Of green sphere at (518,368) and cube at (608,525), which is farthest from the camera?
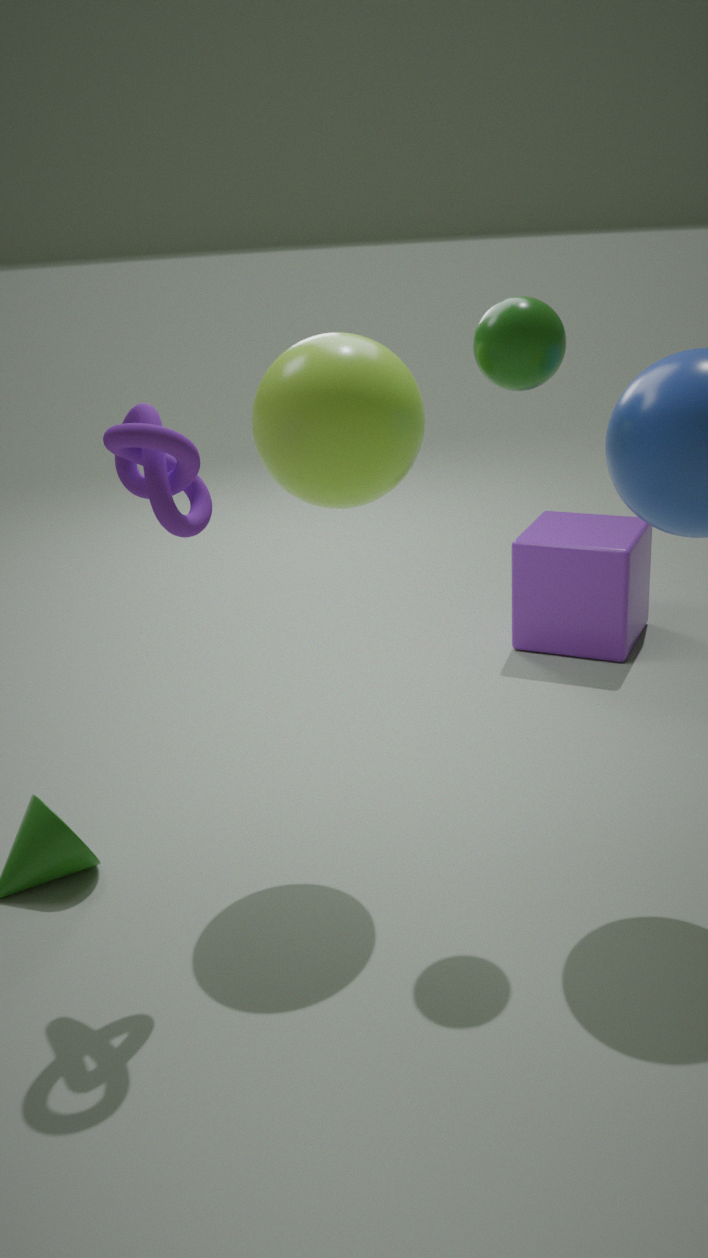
cube at (608,525)
